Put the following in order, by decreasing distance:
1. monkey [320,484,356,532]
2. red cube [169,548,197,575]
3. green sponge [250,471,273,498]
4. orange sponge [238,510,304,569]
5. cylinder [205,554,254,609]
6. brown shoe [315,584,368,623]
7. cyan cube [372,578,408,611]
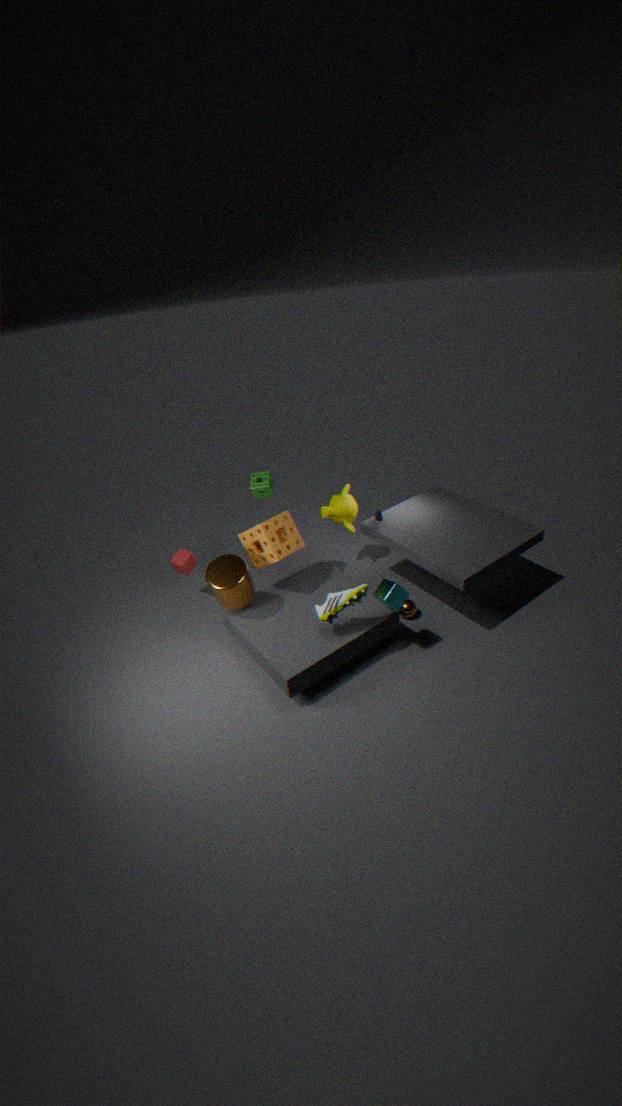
1. monkey [320,484,356,532]
2. red cube [169,548,197,575]
3. green sponge [250,471,273,498]
4. orange sponge [238,510,304,569]
5. cylinder [205,554,254,609]
6. cyan cube [372,578,408,611]
7. brown shoe [315,584,368,623]
